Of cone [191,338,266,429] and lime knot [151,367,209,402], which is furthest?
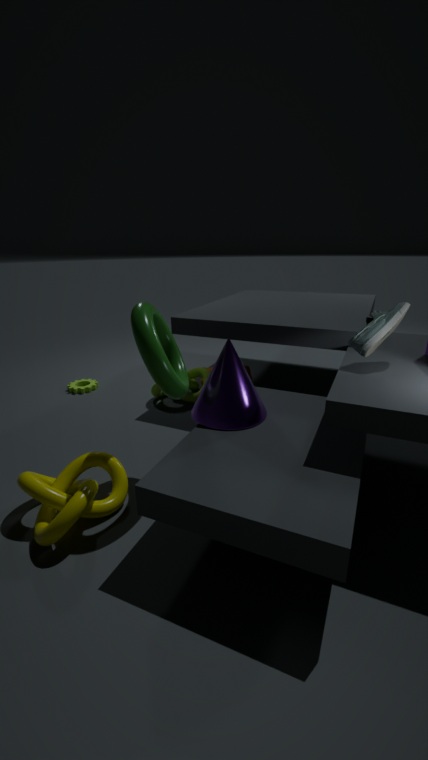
lime knot [151,367,209,402]
